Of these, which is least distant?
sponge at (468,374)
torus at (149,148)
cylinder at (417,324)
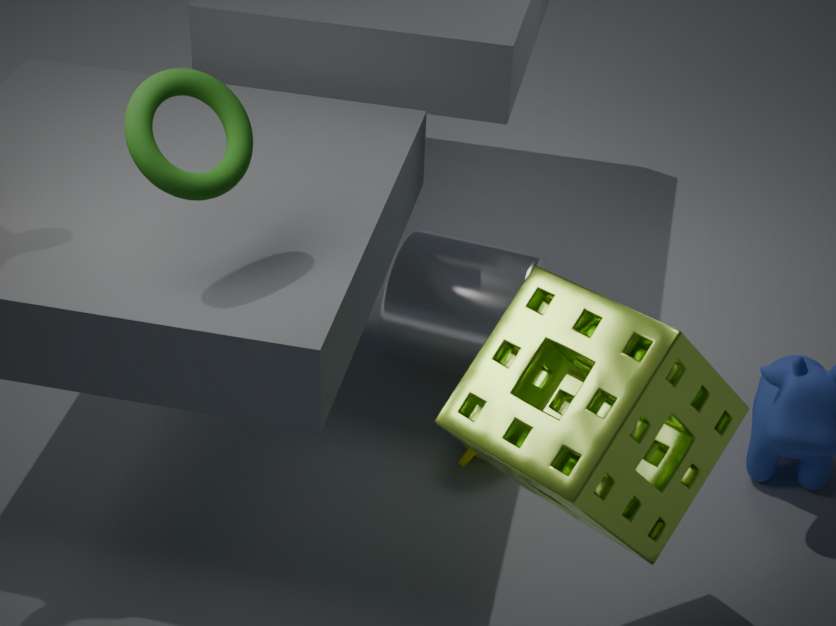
sponge at (468,374)
